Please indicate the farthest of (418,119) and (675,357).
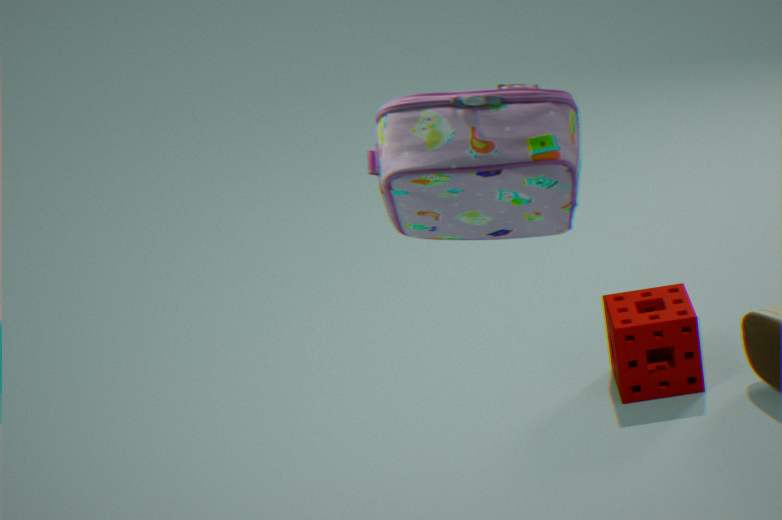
(675,357)
